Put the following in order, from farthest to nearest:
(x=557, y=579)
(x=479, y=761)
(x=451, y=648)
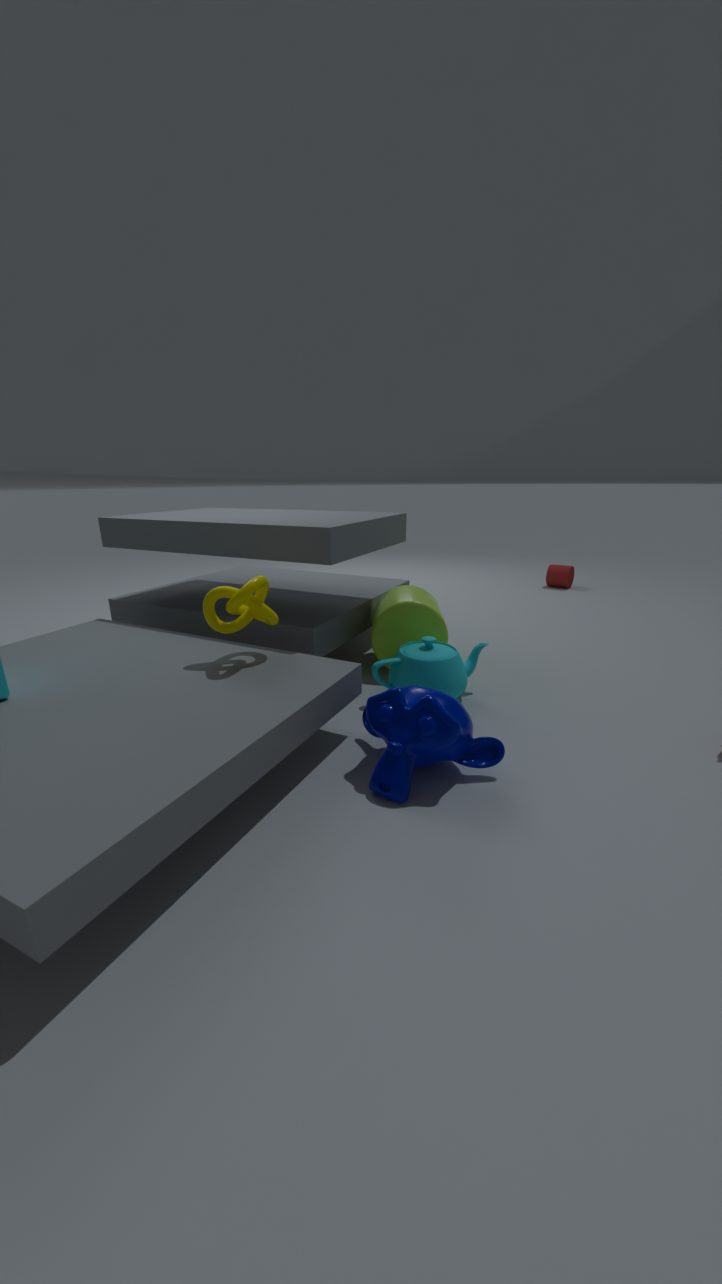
(x=557, y=579) → (x=451, y=648) → (x=479, y=761)
